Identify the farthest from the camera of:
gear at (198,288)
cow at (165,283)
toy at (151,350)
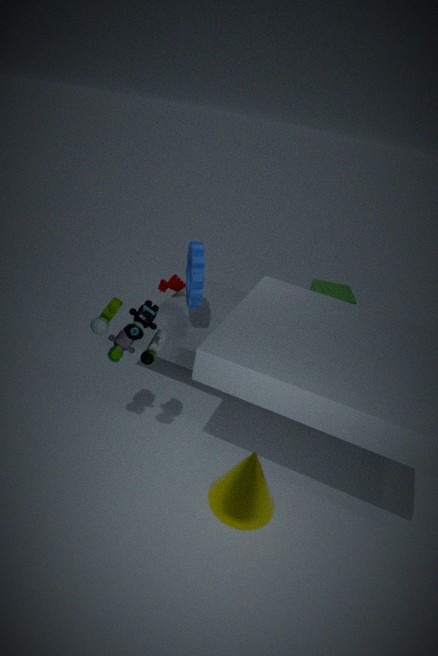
cow at (165,283)
